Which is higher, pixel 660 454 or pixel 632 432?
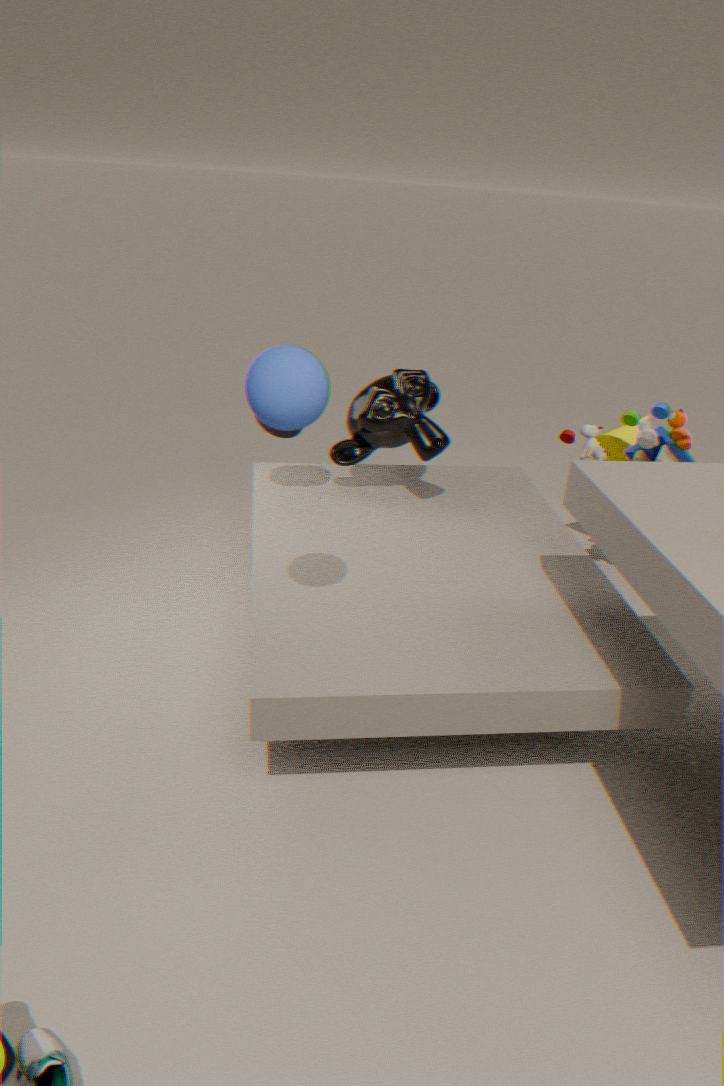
pixel 660 454
